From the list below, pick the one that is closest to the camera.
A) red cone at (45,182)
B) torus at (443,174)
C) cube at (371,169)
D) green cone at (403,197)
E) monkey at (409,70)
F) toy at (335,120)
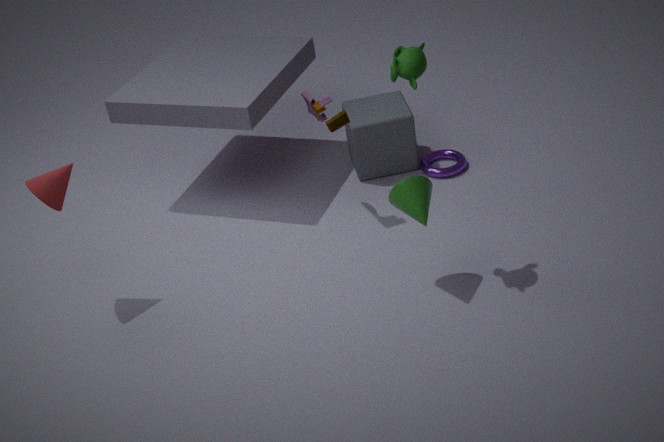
monkey at (409,70)
